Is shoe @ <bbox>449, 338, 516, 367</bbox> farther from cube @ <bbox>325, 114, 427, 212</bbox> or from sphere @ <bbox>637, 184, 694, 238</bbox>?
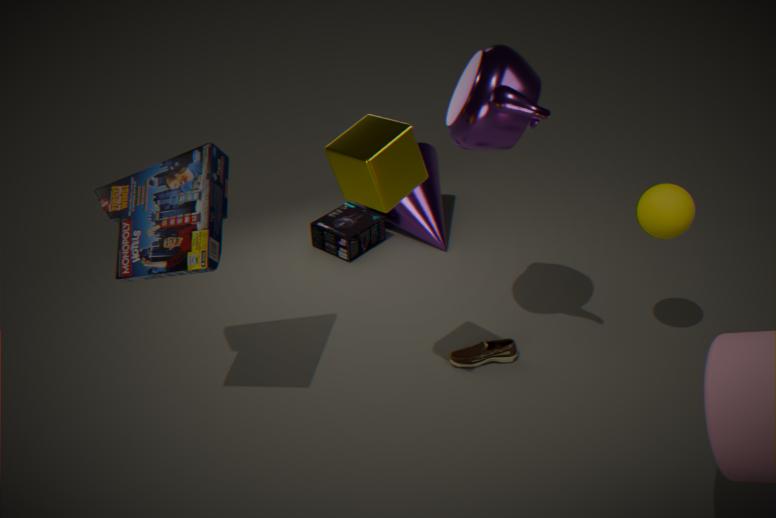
cube @ <bbox>325, 114, 427, 212</bbox>
